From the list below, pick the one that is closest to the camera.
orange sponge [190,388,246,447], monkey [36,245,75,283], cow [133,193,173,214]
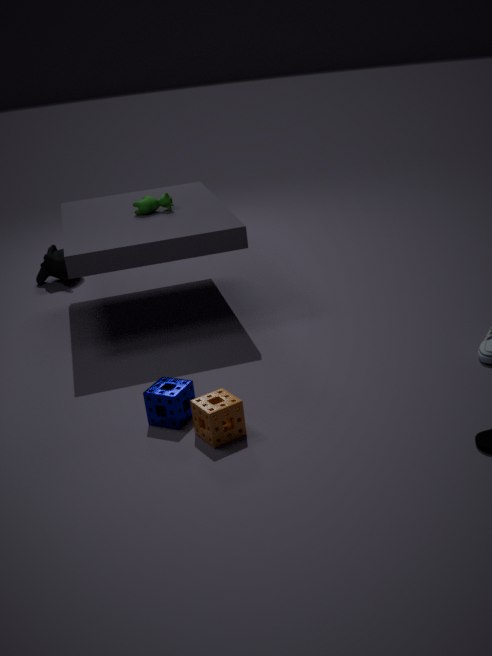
orange sponge [190,388,246,447]
